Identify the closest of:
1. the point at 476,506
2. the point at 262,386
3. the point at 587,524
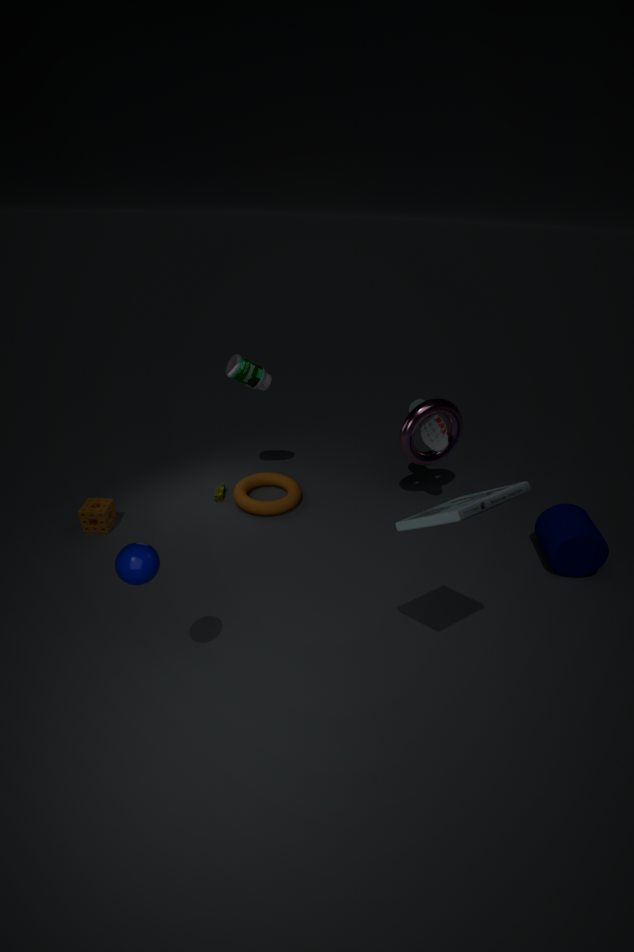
the point at 476,506
